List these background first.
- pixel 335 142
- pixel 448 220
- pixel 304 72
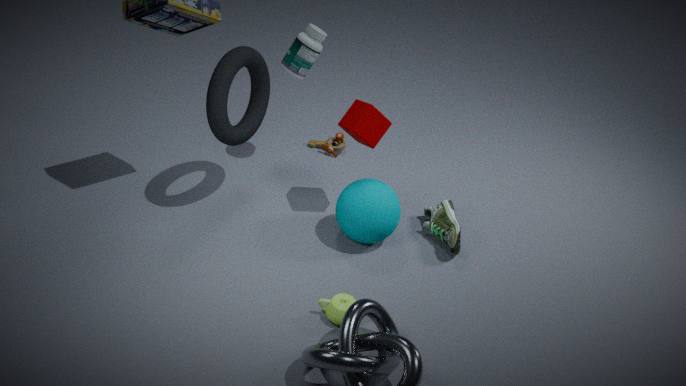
1. pixel 335 142
2. pixel 304 72
3. pixel 448 220
